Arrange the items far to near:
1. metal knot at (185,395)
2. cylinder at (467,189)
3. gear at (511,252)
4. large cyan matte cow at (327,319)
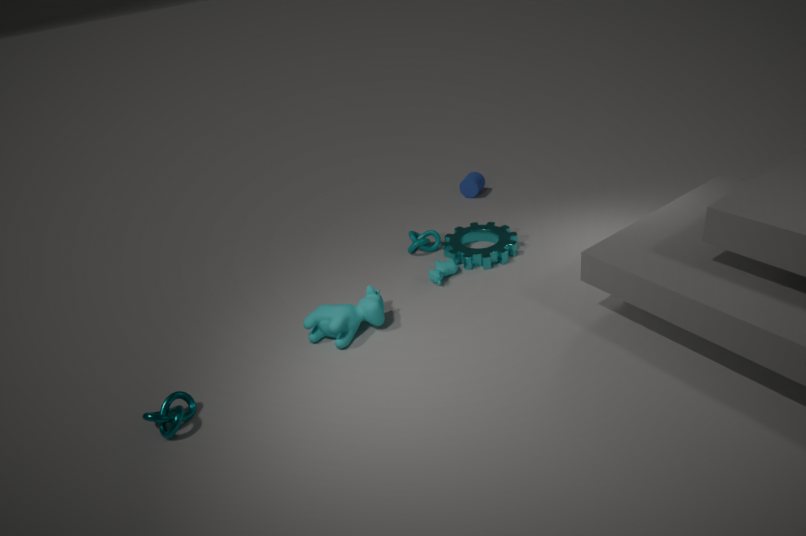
cylinder at (467,189) < gear at (511,252) < large cyan matte cow at (327,319) < metal knot at (185,395)
